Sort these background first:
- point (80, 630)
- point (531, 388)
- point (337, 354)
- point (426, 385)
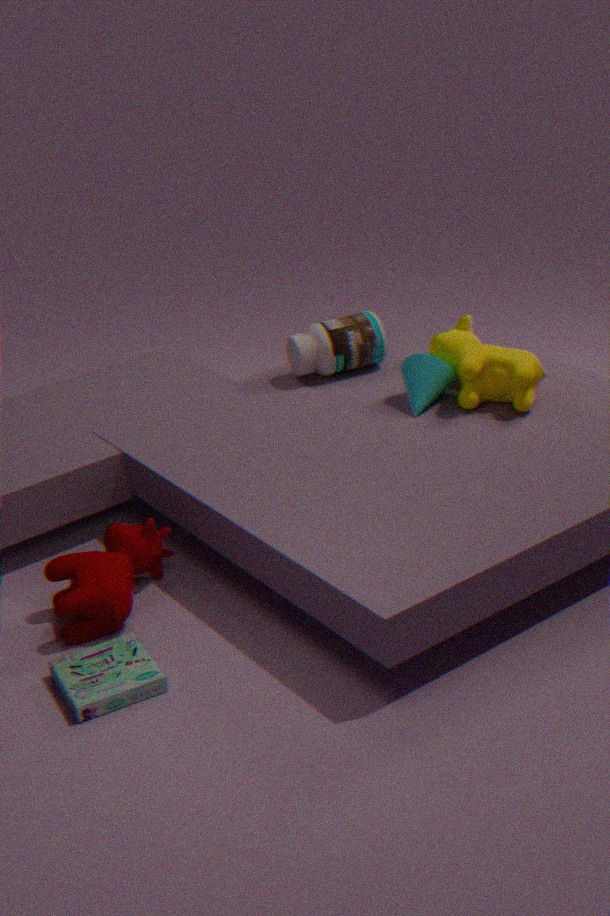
point (337, 354) → point (426, 385) → point (531, 388) → point (80, 630)
